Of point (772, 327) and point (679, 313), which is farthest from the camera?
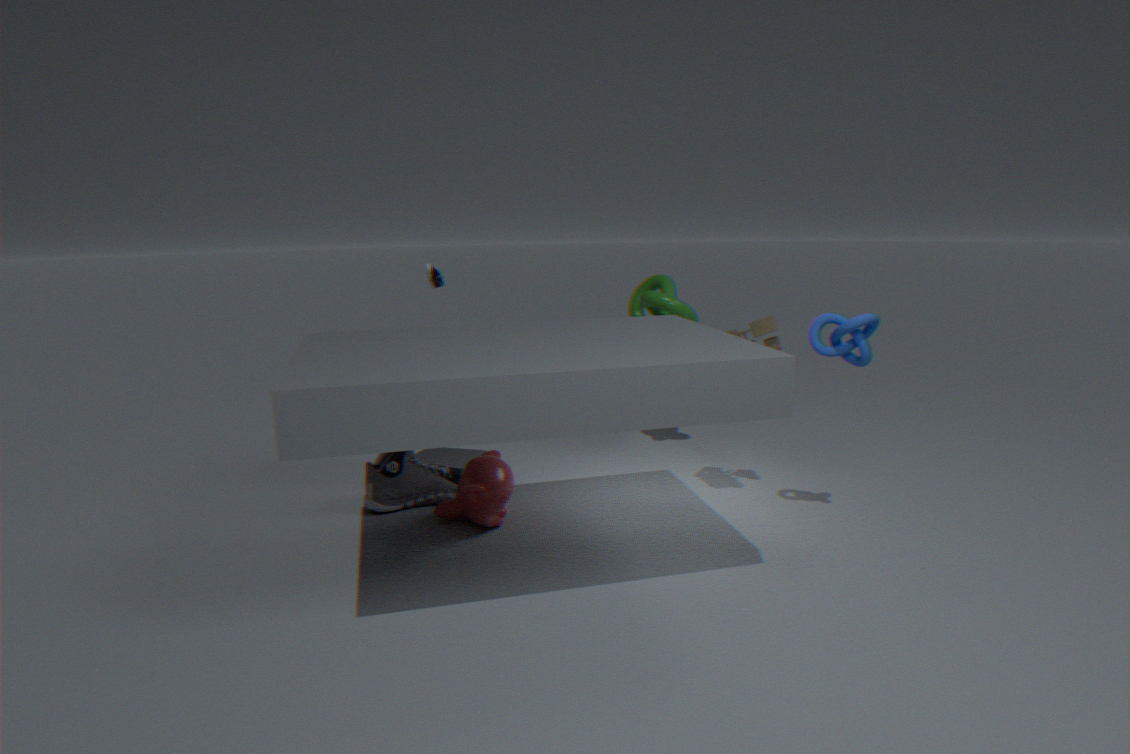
point (679, 313)
